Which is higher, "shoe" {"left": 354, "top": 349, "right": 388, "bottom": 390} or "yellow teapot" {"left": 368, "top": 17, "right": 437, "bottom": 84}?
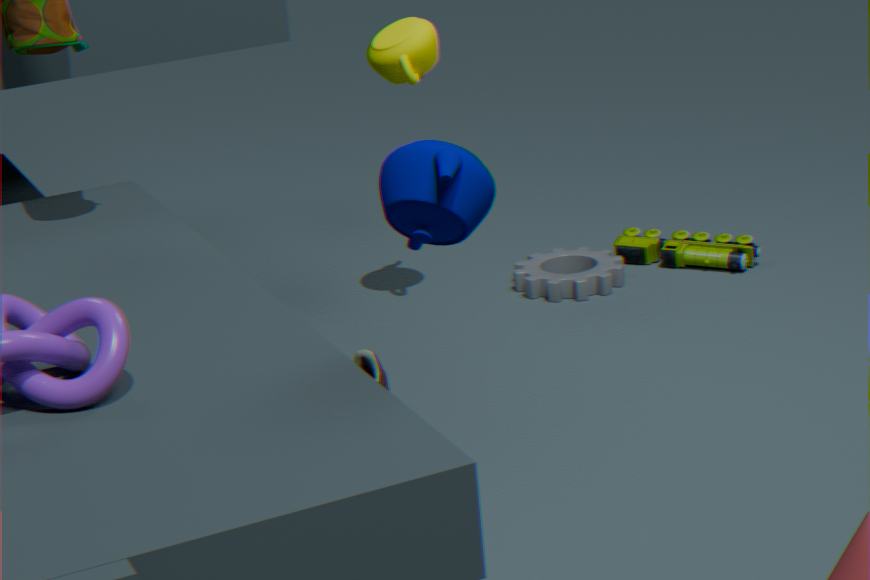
"yellow teapot" {"left": 368, "top": 17, "right": 437, "bottom": 84}
